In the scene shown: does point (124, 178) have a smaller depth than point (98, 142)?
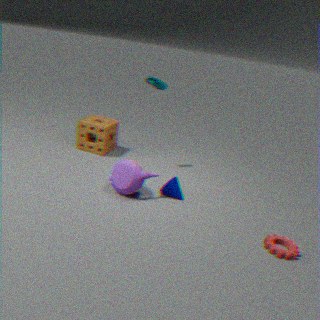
Yes
